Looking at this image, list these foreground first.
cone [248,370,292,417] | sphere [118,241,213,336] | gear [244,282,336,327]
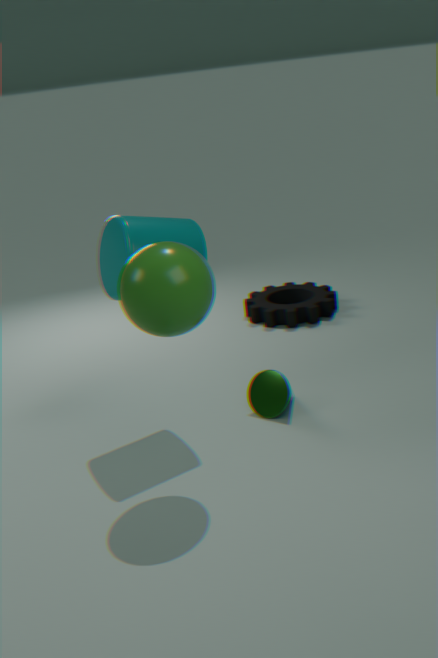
sphere [118,241,213,336] → cone [248,370,292,417] → gear [244,282,336,327]
